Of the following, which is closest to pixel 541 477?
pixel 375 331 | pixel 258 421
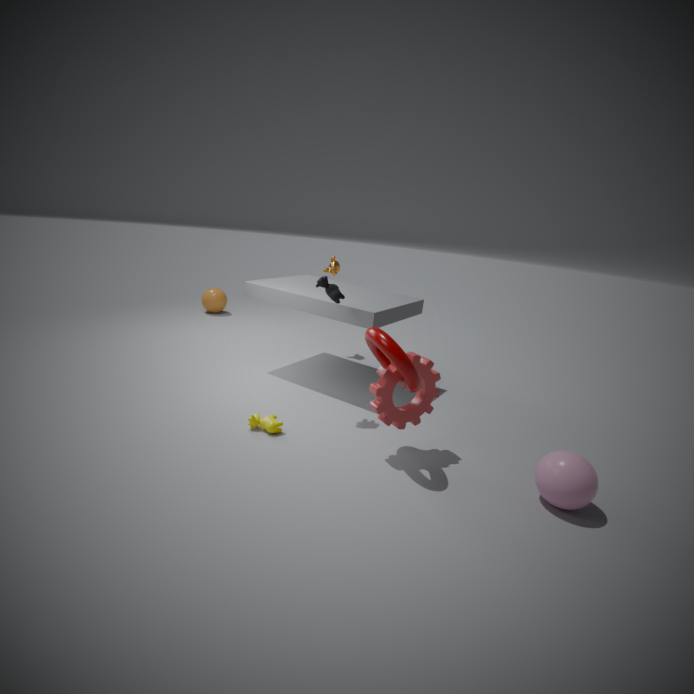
pixel 375 331
